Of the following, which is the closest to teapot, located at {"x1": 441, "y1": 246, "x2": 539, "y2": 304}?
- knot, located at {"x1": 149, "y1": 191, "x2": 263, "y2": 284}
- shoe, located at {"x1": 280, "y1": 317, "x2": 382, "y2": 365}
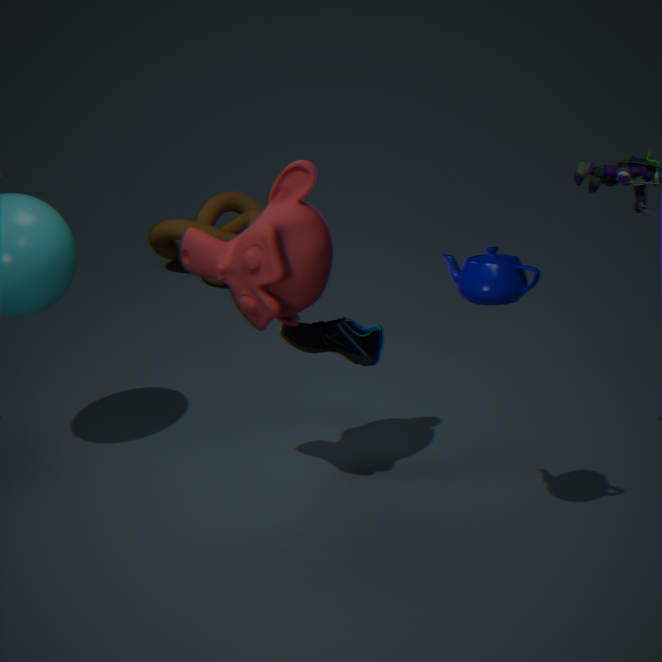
shoe, located at {"x1": 280, "y1": 317, "x2": 382, "y2": 365}
